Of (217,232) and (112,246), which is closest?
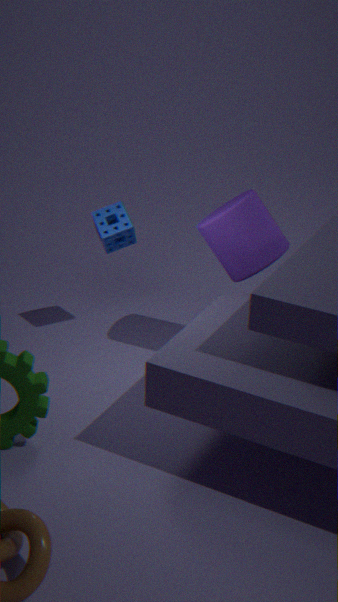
(217,232)
